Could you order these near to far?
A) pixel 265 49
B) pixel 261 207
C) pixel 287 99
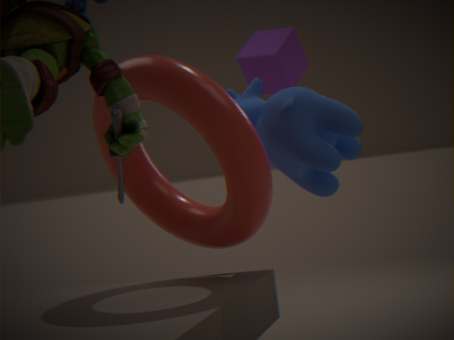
1. pixel 261 207
2. pixel 287 99
3. pixel 265 49
